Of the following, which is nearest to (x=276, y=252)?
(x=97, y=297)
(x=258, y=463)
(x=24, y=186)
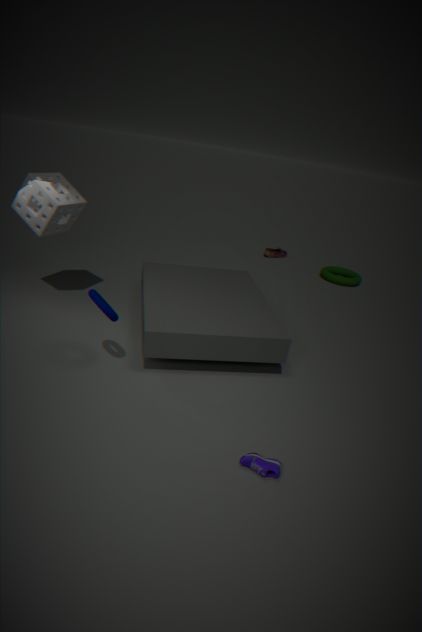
(x=24, y=186)
